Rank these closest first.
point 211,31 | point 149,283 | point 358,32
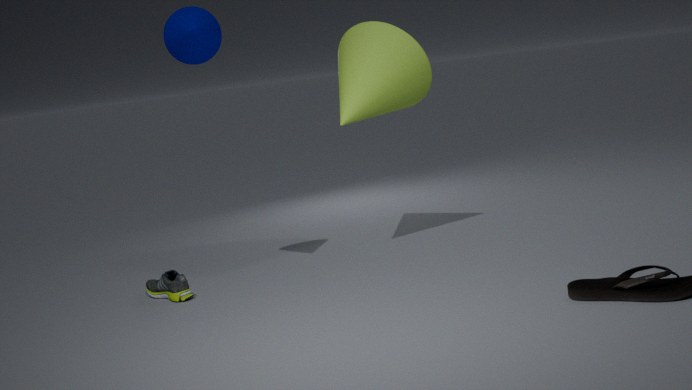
point 211,31 < point 149,283 < point 358,32
